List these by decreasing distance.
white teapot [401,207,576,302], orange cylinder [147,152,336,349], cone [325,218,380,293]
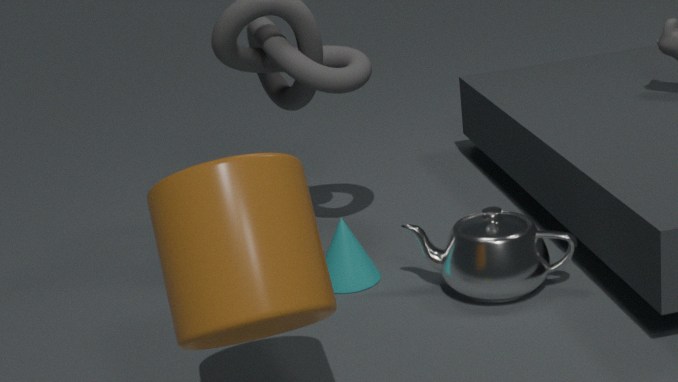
cone [325,218,380,293] → white teapot [401,207,576,302] → orange cylinder [147,152,336,349]
